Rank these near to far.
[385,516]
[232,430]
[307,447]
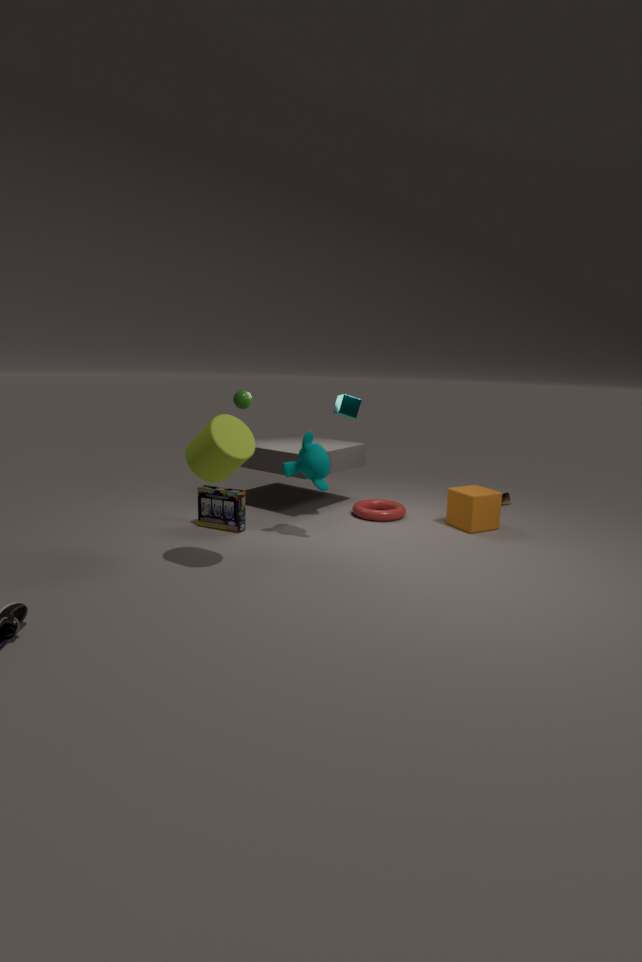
[232,430], [307,447], [385,516]
